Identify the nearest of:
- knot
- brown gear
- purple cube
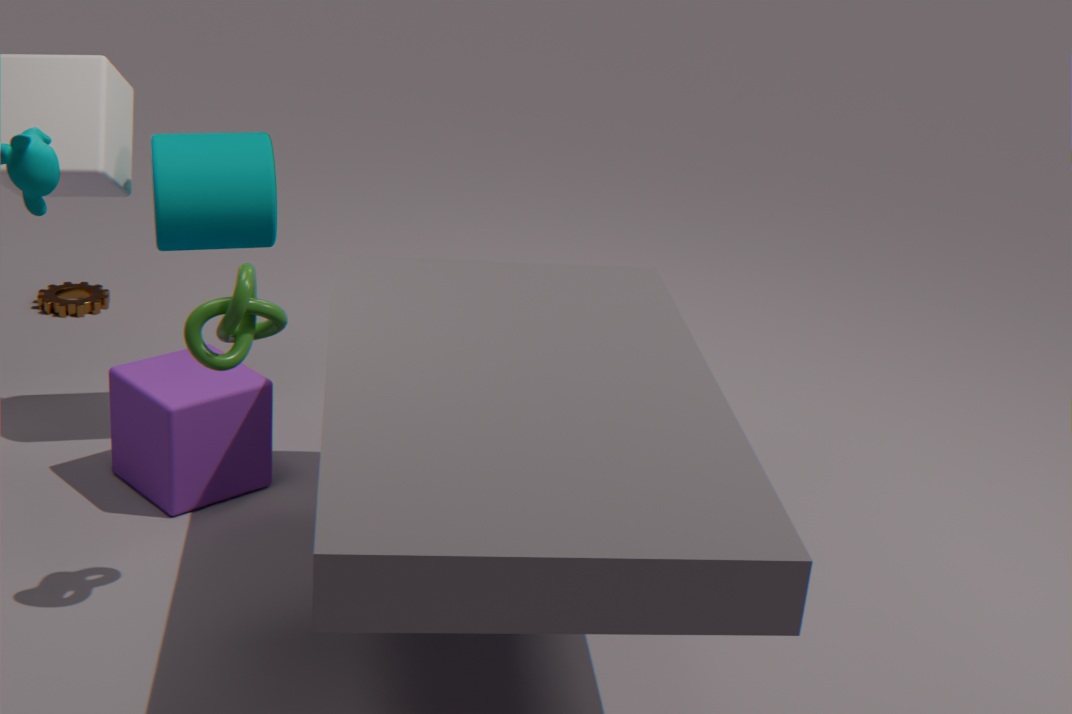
knot
